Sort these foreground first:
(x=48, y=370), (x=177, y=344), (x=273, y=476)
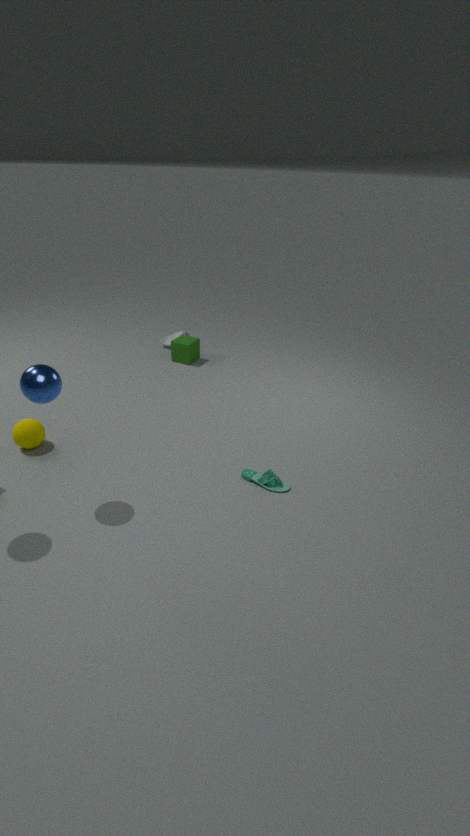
(x=48, y=370) → (x=273, y=476) → (x=177, y=344)
